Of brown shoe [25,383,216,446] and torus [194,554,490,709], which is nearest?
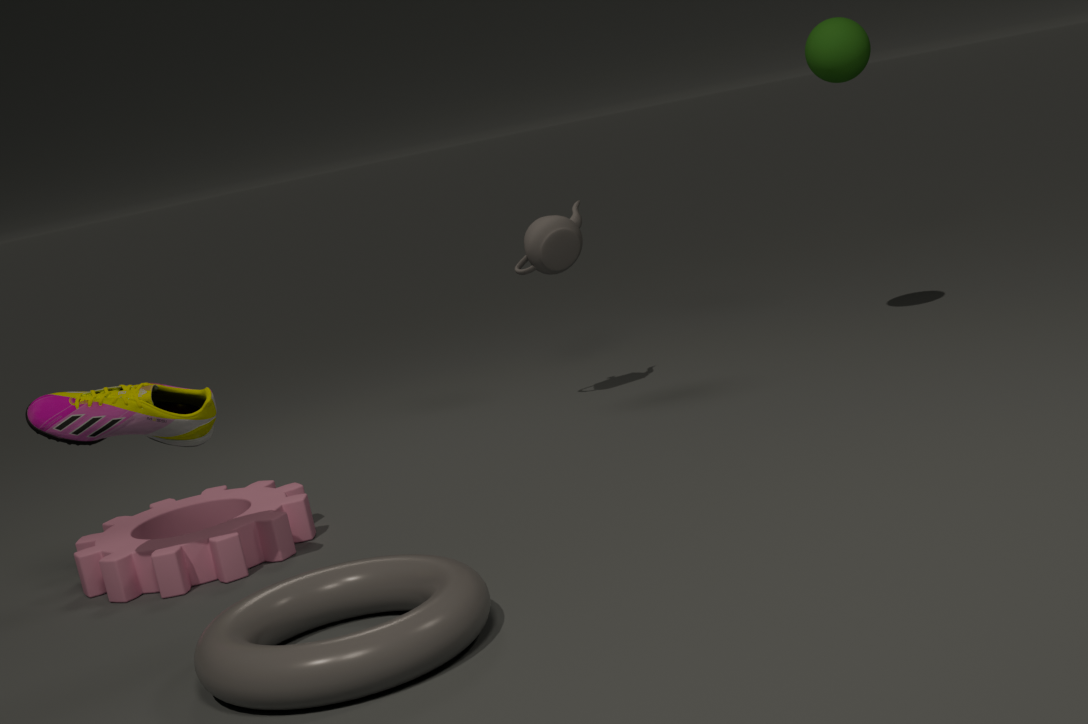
torus [194,554,490,709]
